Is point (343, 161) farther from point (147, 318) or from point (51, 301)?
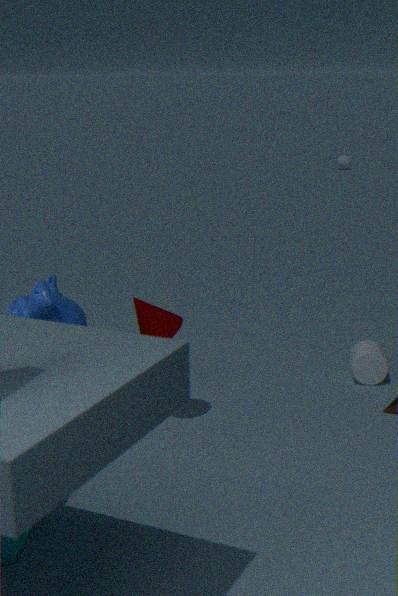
point (51, 301)
